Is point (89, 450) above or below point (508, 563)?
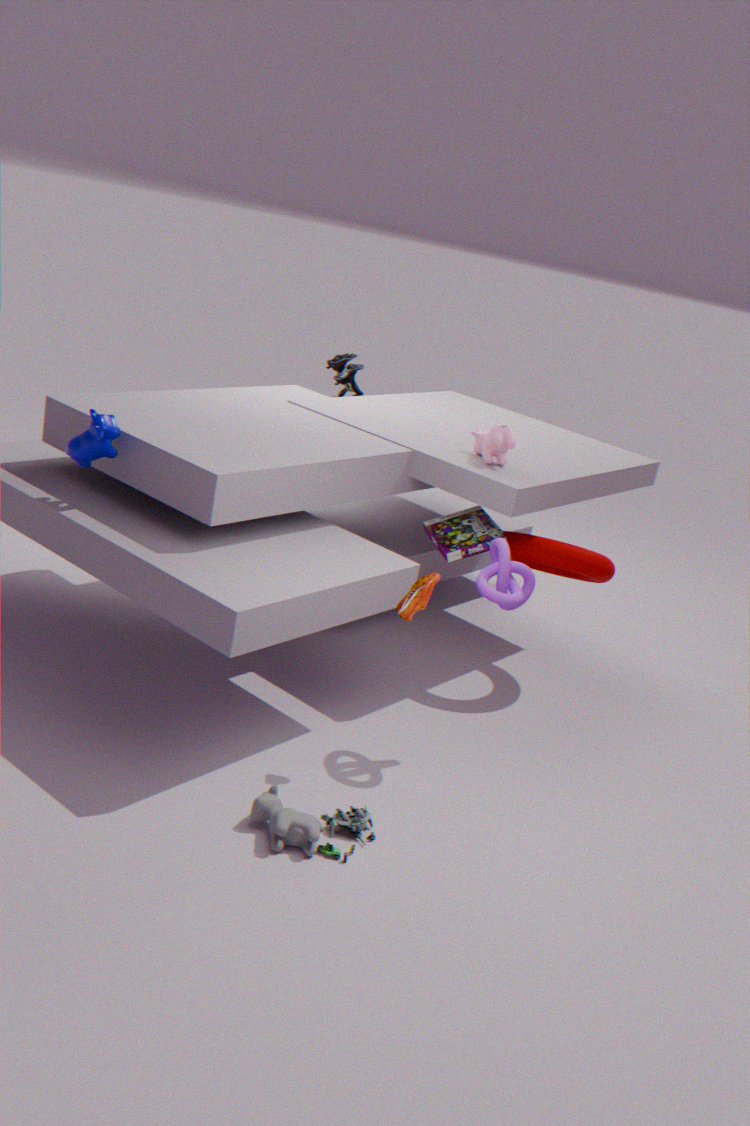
above
